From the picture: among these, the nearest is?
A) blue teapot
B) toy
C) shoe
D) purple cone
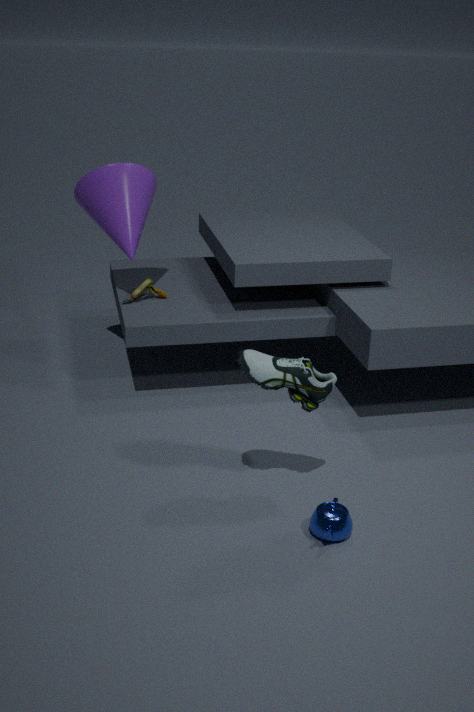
shoe
